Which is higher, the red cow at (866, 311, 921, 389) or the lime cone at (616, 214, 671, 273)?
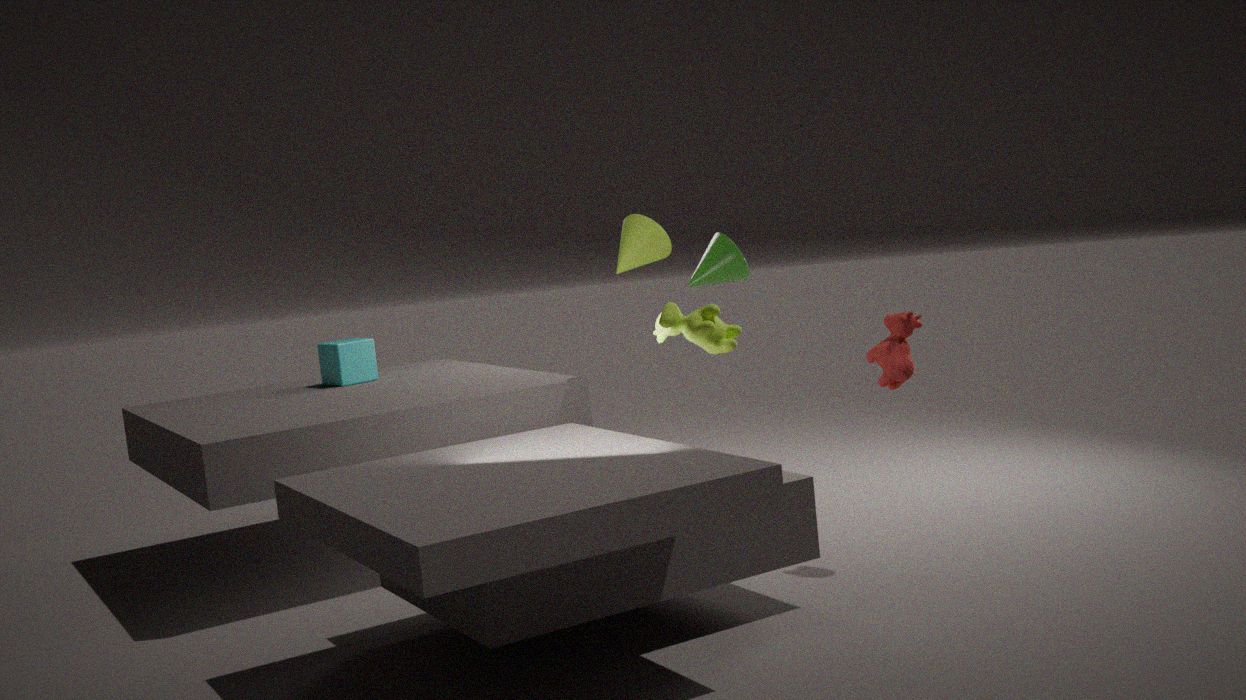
the lime cone at (616, 214, 671, 273)
